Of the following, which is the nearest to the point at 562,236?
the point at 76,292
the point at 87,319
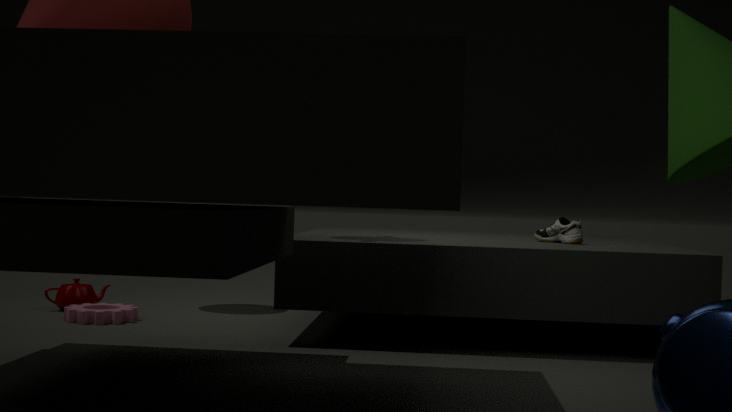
the point at 87,319
